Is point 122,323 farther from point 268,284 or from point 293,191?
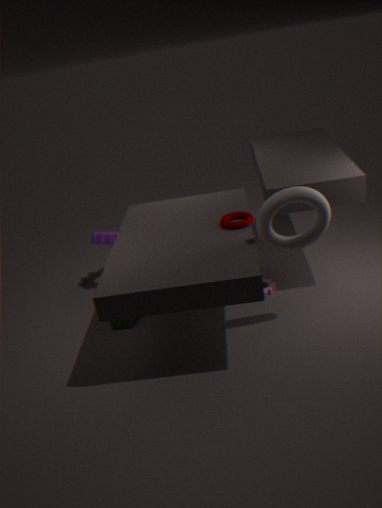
point 293,191
